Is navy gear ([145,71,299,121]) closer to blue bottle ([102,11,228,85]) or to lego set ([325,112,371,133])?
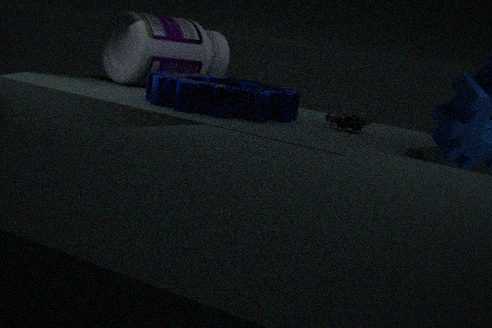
lego set ([325,112,371,133])
